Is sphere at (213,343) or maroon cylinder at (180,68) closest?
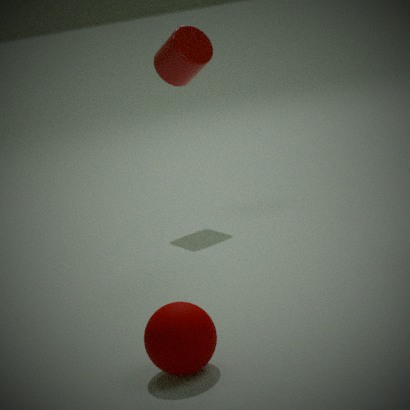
sphere at (213,343)
